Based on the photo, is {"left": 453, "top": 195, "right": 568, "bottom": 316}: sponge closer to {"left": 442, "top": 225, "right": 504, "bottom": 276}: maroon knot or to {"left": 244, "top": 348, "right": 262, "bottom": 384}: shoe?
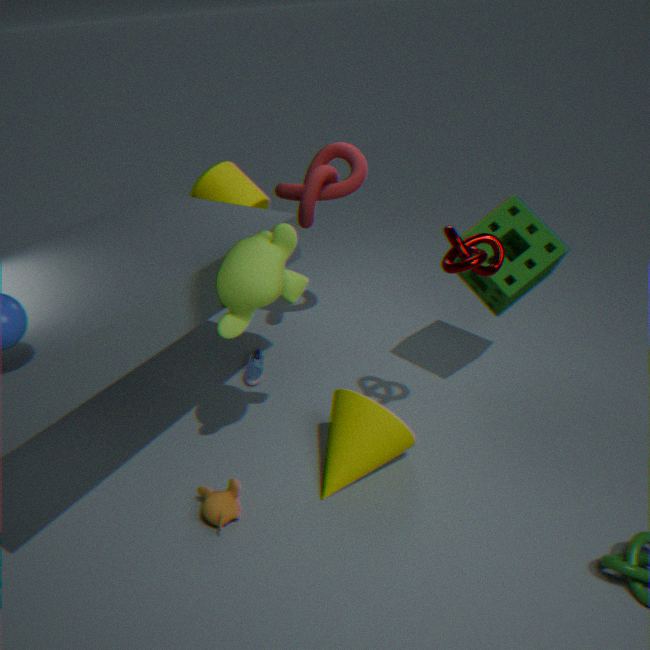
{"left": 442, "top": 225, "right": 504, "bottom": 276}: maroon knot
